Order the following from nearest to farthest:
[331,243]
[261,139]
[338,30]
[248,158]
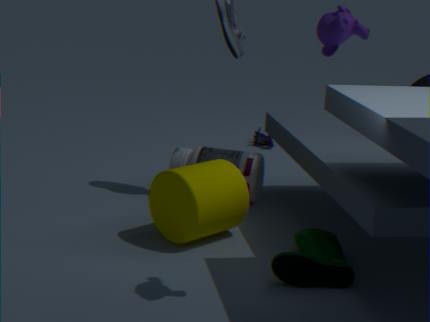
[338,30] < [331,243] < [248,158] < [261,139]
